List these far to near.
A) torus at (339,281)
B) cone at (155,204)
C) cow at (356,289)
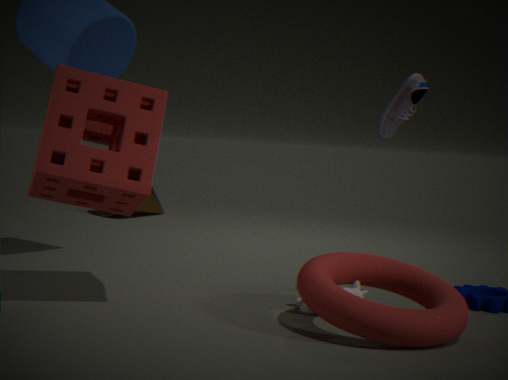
cone at (155,204) < cow at (356,289) < torus at (339,281)
